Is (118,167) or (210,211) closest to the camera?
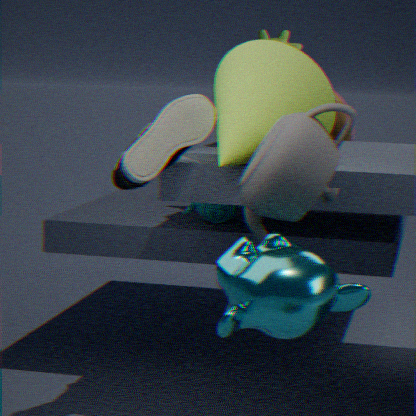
(118,167)
